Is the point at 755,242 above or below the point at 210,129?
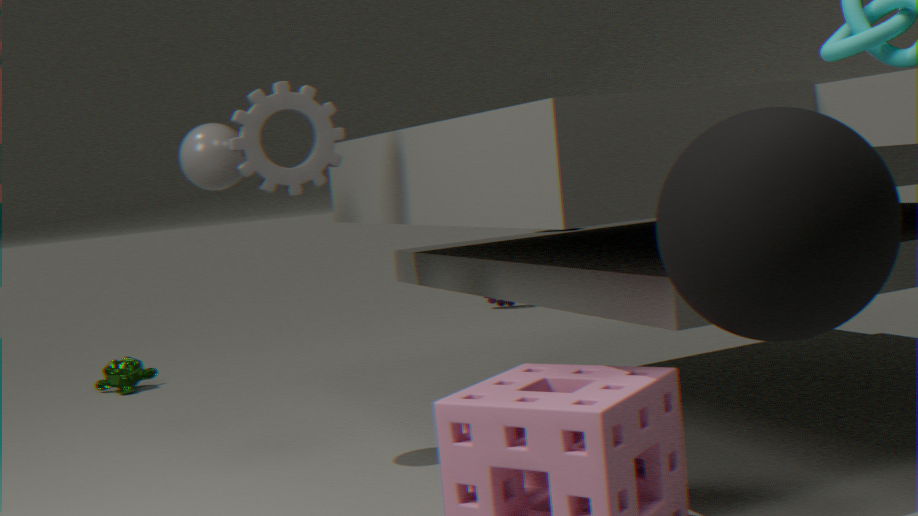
below
